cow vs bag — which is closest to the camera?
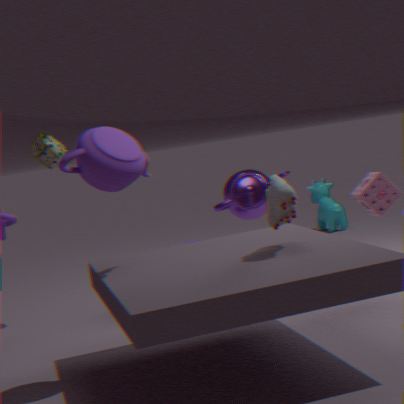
bag
